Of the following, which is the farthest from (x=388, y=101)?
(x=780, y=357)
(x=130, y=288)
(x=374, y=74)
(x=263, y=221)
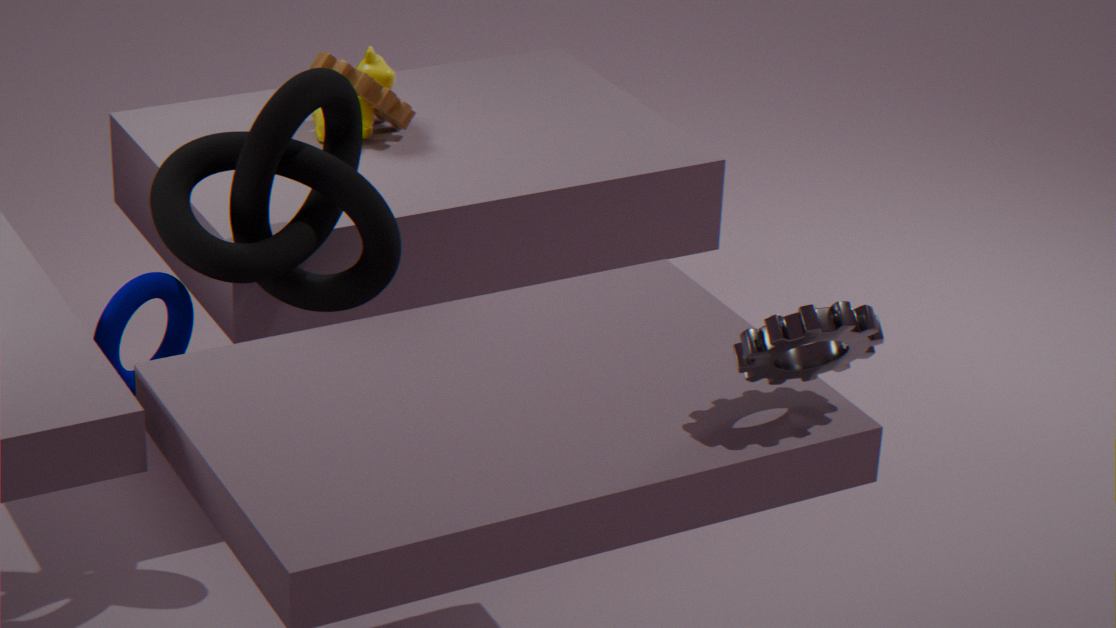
(x=780, y=357)
